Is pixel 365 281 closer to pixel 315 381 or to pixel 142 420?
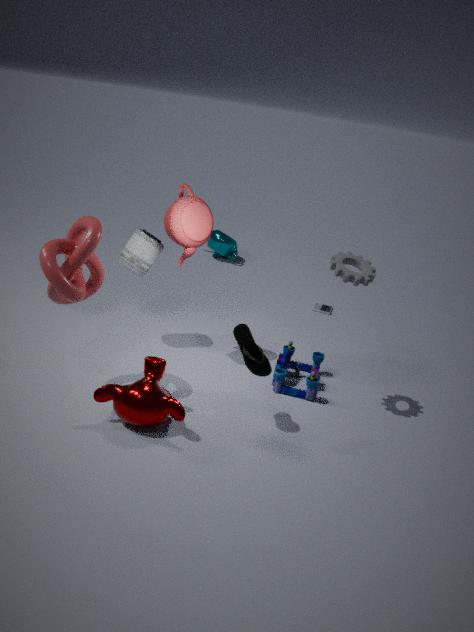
pixel 315 381
